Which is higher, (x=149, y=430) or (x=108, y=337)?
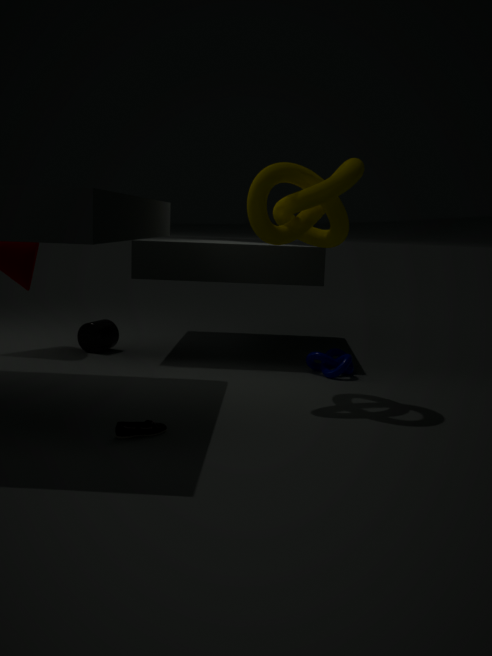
(x=108, y=337)
